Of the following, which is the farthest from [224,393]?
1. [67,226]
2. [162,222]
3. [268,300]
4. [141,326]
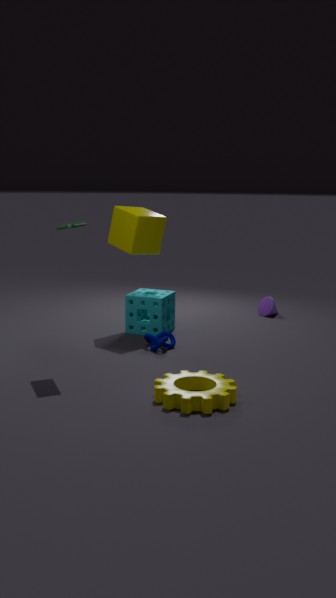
[268,300]
